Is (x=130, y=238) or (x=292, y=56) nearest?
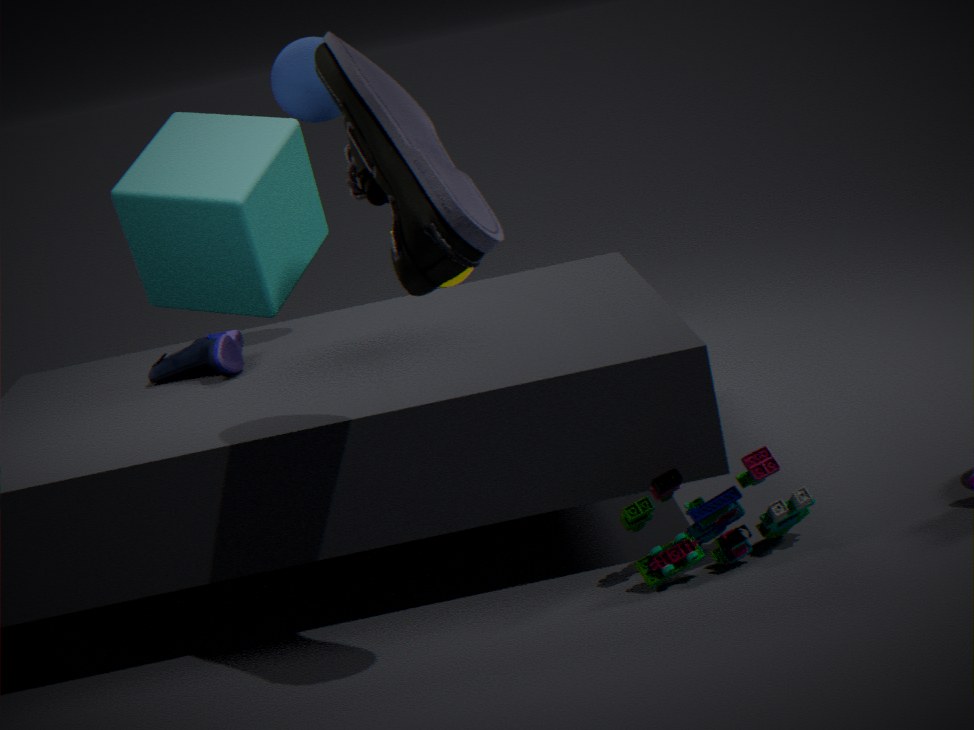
(x=292, y=56)
